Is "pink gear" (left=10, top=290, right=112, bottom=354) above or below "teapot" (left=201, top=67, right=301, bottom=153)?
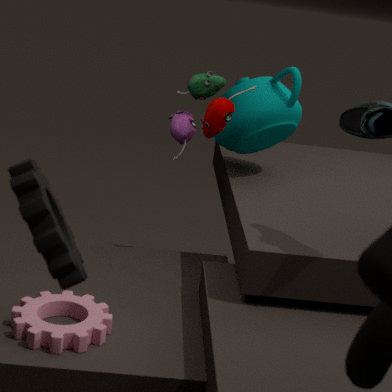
below
